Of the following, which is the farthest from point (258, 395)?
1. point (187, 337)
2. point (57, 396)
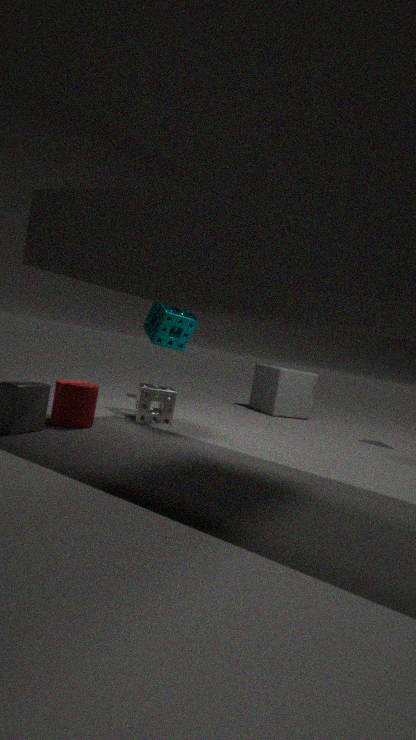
point (57, 396)
